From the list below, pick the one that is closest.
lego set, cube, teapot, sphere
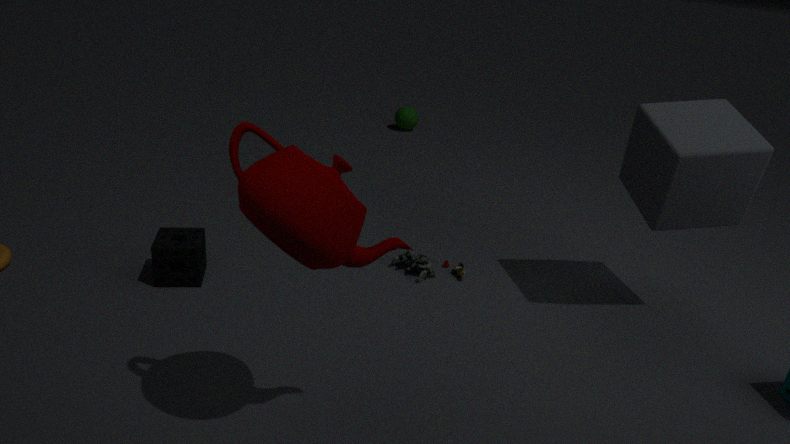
teapot
